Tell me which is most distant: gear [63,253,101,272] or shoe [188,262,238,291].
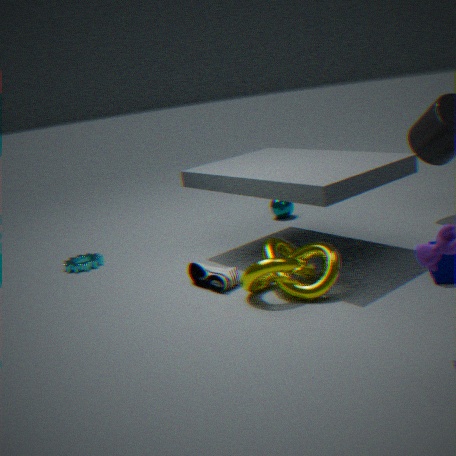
gear [63,253,101,272]
